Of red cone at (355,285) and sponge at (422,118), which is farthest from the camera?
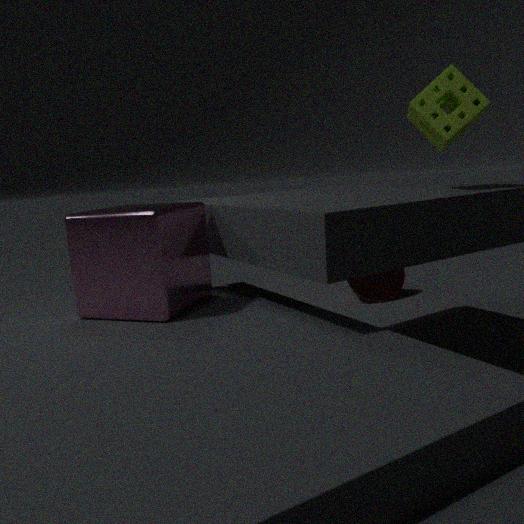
red cone at (355,285)
